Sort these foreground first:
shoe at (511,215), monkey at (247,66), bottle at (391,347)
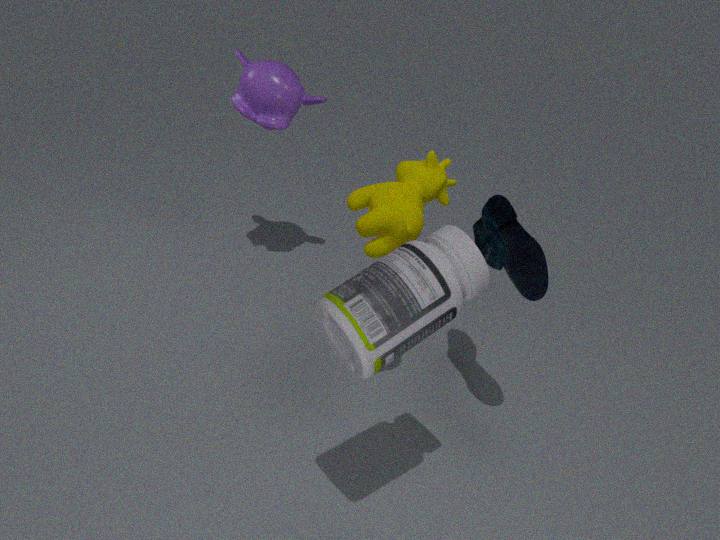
bottle at (391,347) < shoe at (511,215) < monkey at (247,66)
